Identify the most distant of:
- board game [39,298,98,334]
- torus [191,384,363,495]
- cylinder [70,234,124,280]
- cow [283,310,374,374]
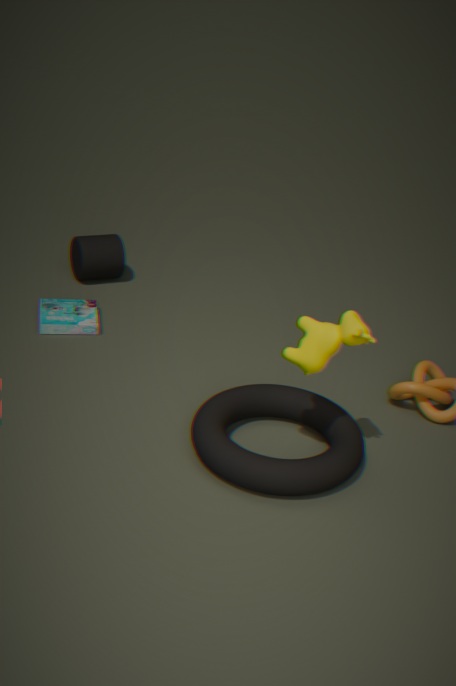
cylinder [70,234,124,280]
